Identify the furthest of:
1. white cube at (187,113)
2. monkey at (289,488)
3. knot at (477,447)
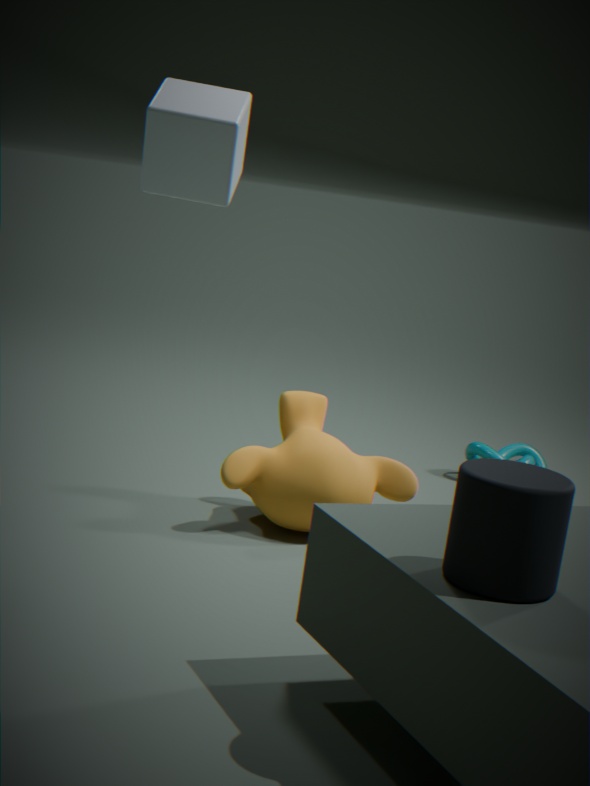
knot at (477,447)
